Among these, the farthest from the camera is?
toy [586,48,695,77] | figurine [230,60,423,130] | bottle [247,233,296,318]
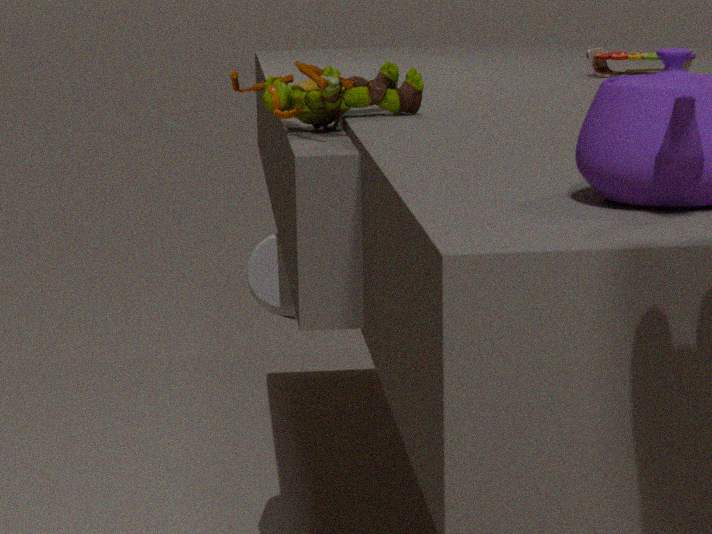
toy [586,48,695,77]
